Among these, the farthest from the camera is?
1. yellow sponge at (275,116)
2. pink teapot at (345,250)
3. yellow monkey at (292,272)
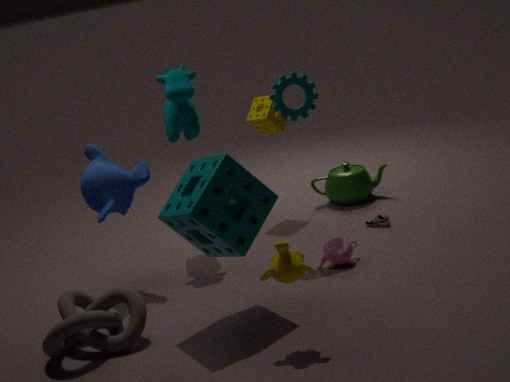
yellow sponge at (275,116)
